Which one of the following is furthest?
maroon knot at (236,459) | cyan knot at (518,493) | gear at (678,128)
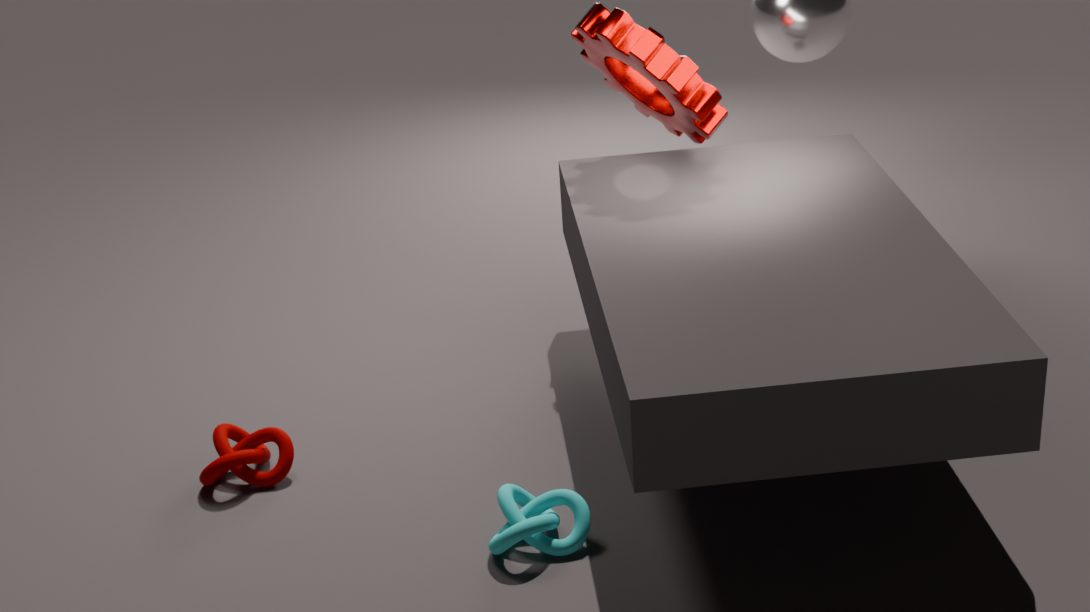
gear at (678,128)
